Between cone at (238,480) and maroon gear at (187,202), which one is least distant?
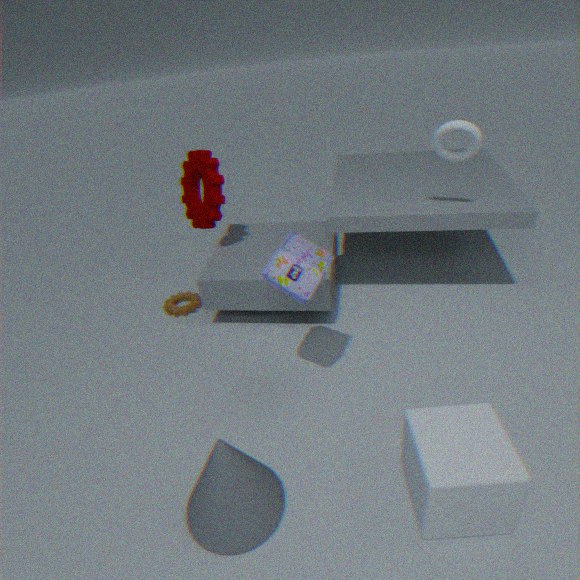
cone at (238,480)
